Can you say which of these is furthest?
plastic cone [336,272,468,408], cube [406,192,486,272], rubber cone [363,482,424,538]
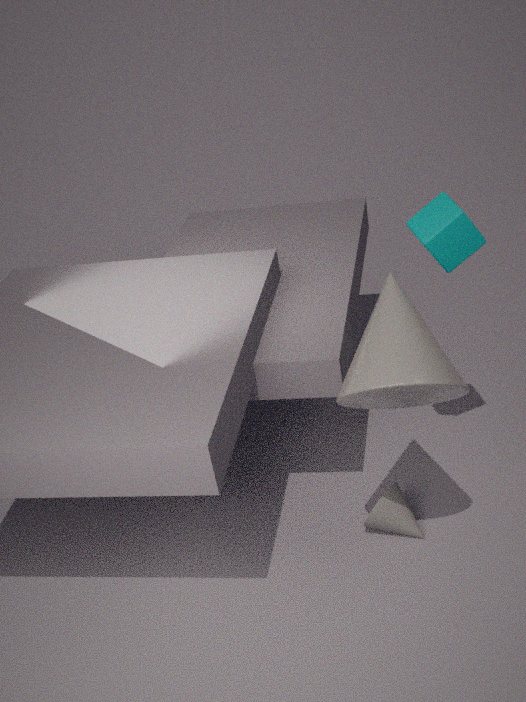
rubber cone [363,482,424,538]
